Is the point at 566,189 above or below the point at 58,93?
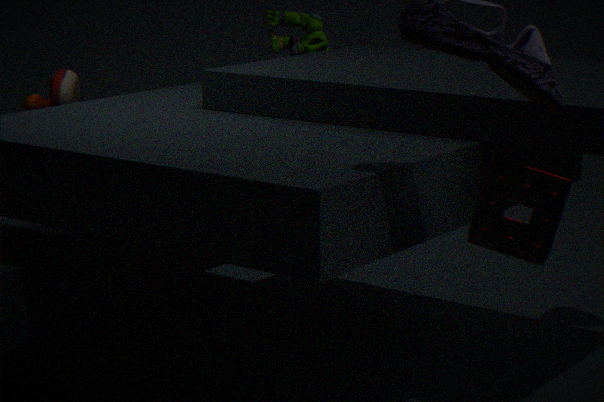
below
